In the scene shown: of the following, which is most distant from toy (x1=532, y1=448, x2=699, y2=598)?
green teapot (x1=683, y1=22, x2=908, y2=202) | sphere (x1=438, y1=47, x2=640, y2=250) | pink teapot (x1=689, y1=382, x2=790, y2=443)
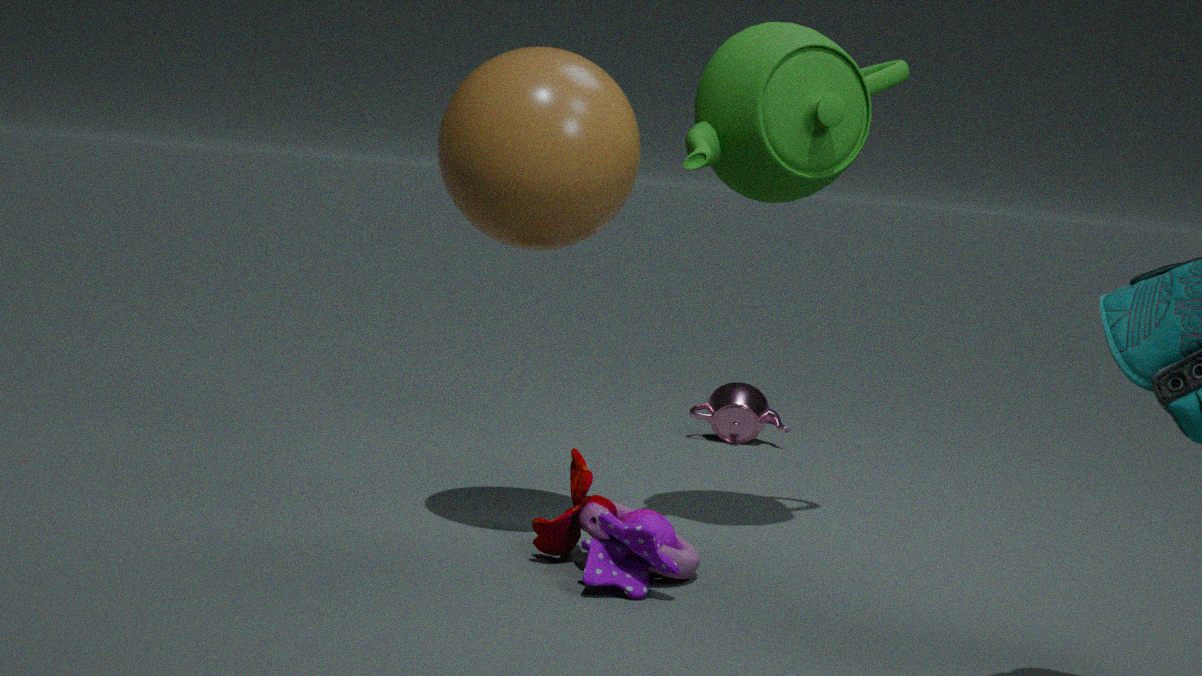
pink teapot (x1=689, y1=382, x2=790, y2=443)
